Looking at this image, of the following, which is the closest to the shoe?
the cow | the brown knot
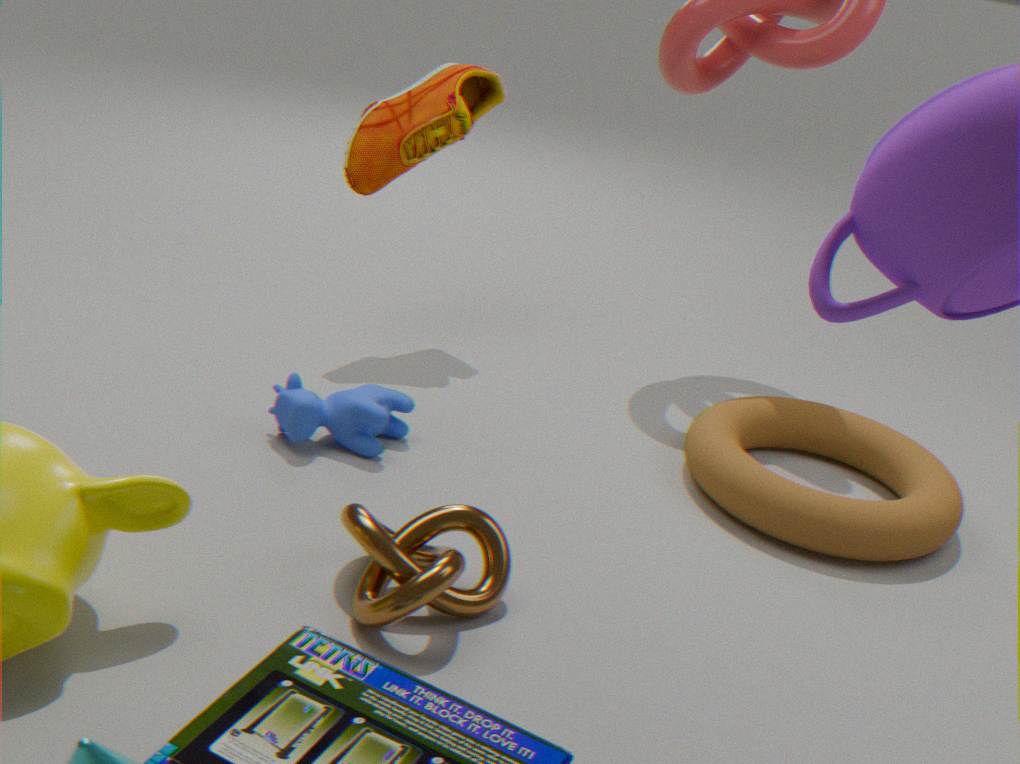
the cow
